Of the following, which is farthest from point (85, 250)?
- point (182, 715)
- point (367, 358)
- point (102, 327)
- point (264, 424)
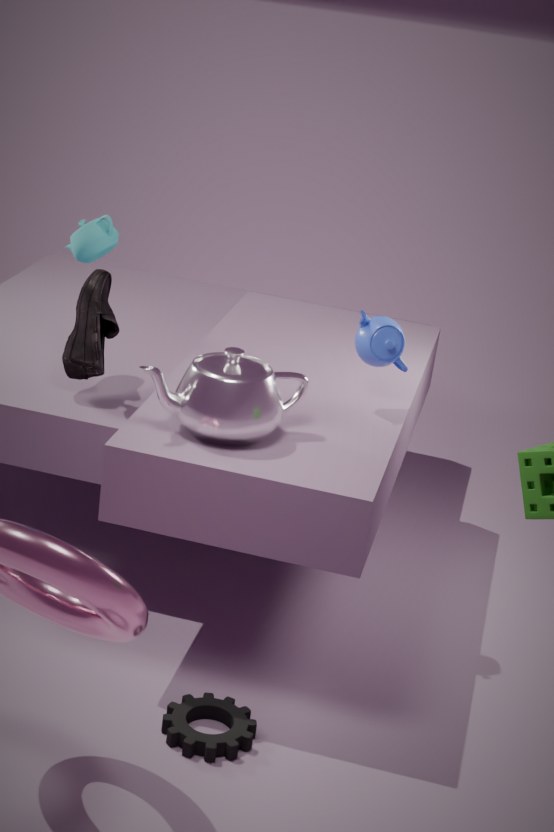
point (182, 715)
